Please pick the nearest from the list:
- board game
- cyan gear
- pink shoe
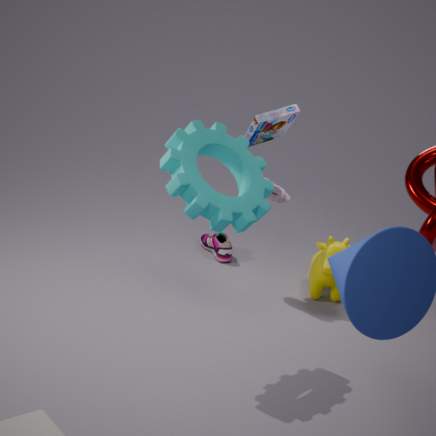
cyan gear
